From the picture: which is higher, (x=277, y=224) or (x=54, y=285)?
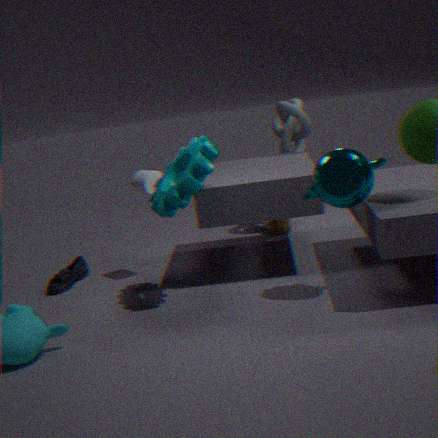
(x=277, y=224)
